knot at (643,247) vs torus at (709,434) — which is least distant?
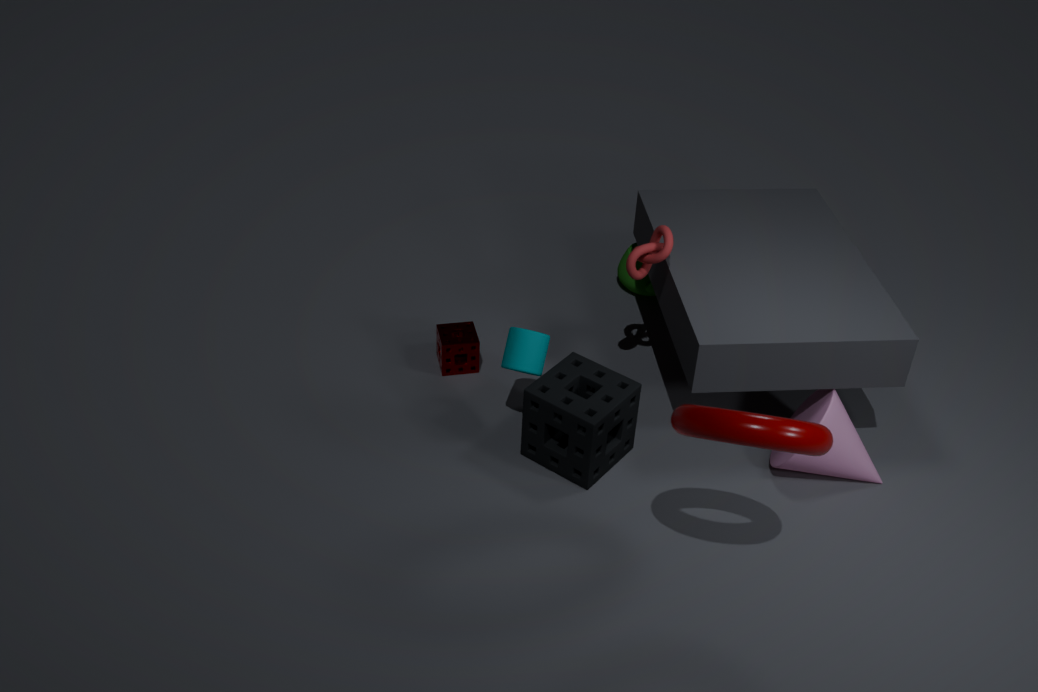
torus at (709,434)
